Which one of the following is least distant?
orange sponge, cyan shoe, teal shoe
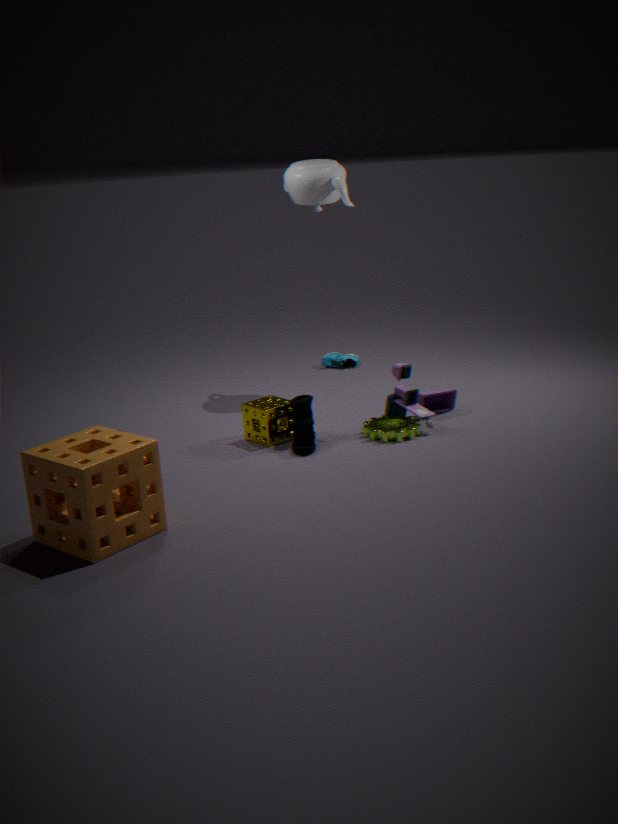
orange sponge
